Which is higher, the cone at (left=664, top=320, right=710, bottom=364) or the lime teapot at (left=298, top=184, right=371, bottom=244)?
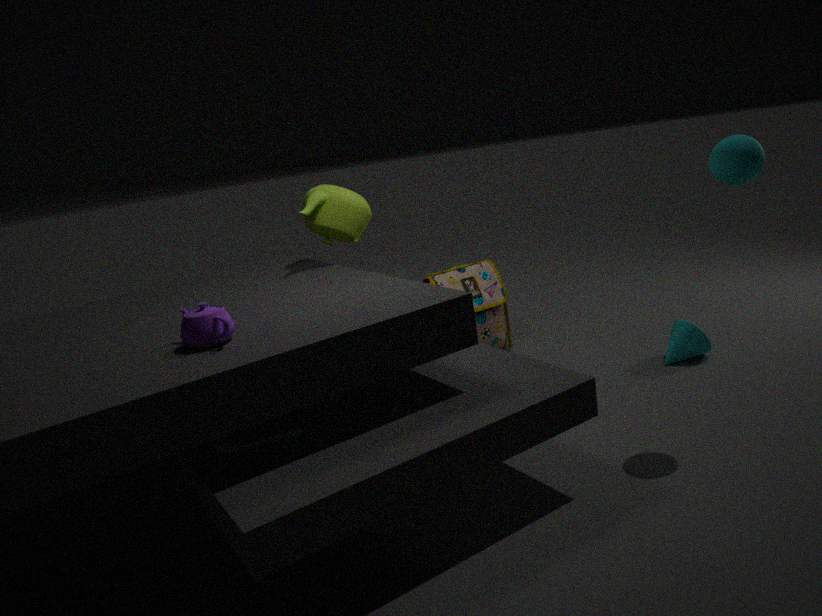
the lime teapot at (left=298, top=184, right=371, bottom=244)
